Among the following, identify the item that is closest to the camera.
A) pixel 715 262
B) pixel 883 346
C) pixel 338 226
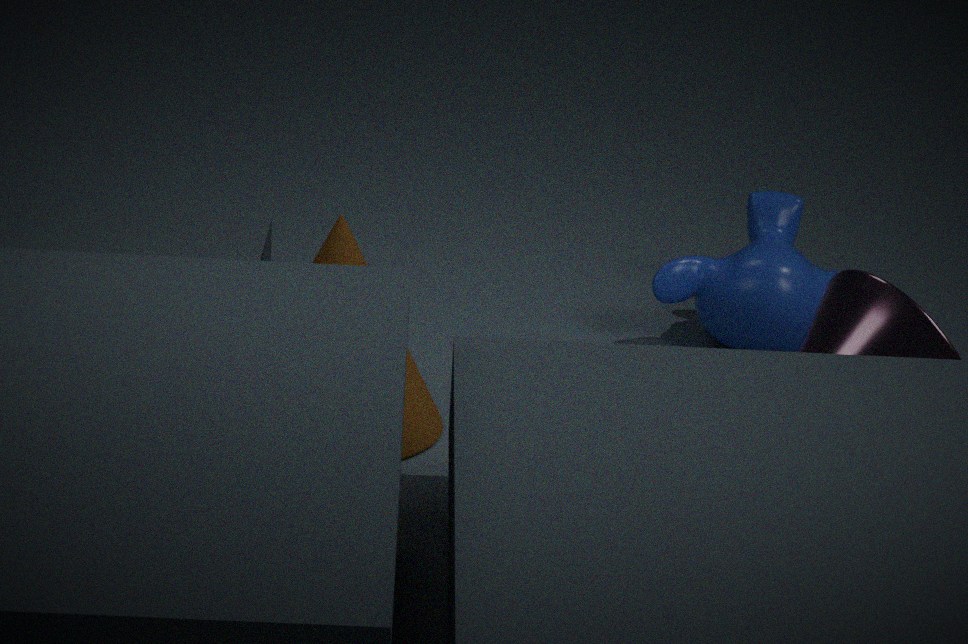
pixel 883 346
